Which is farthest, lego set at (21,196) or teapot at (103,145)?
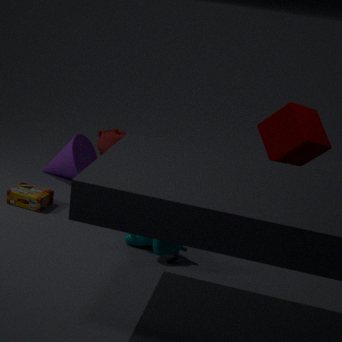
teapot at (103,145)
